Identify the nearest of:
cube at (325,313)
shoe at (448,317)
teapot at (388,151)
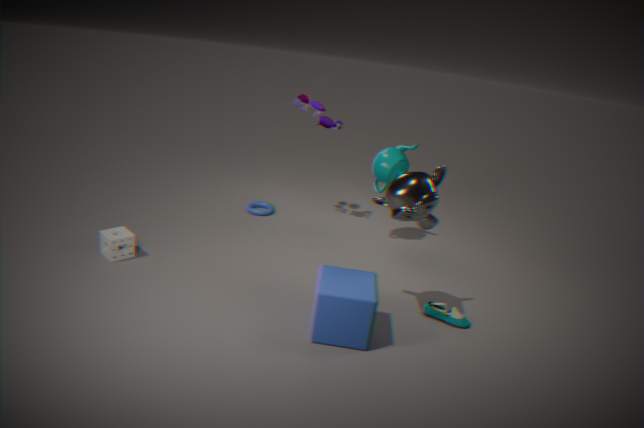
cube at (325,313)
